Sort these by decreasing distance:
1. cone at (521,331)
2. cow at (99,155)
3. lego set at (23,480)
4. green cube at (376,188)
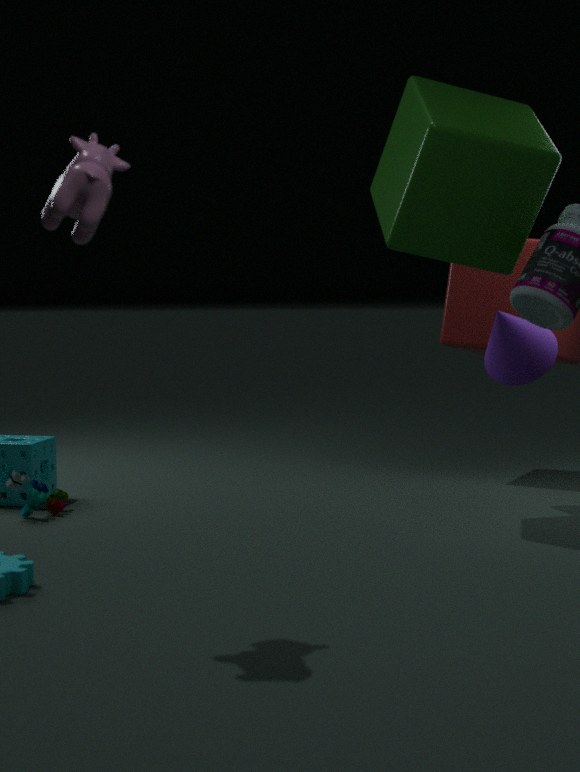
cone at (521,331) → lego set at (23,480) → green cube at (376,188) → cow at (99,155)
